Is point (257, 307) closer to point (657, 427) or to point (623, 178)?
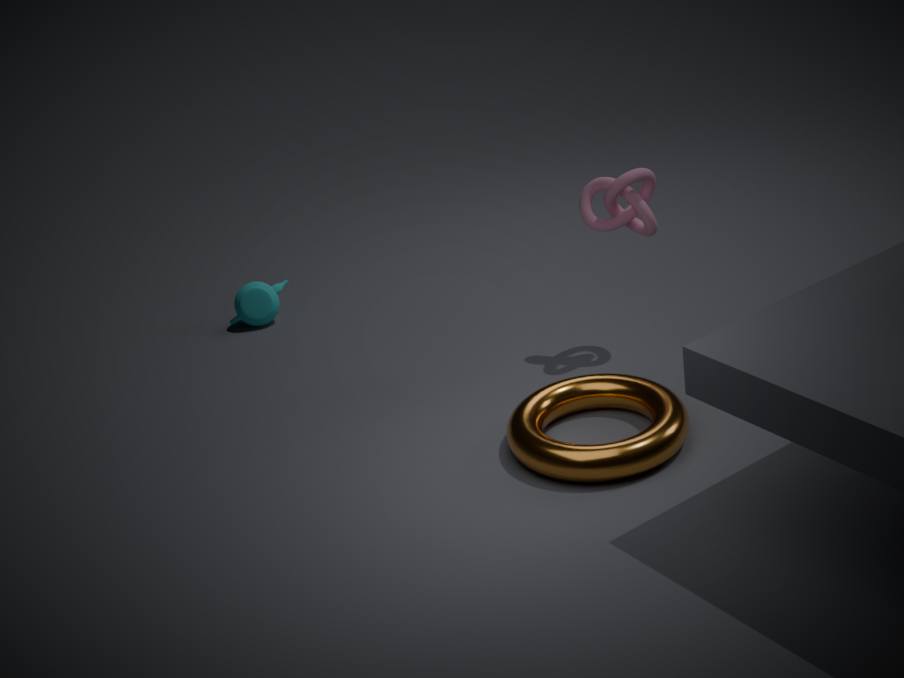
point (623, 178)
